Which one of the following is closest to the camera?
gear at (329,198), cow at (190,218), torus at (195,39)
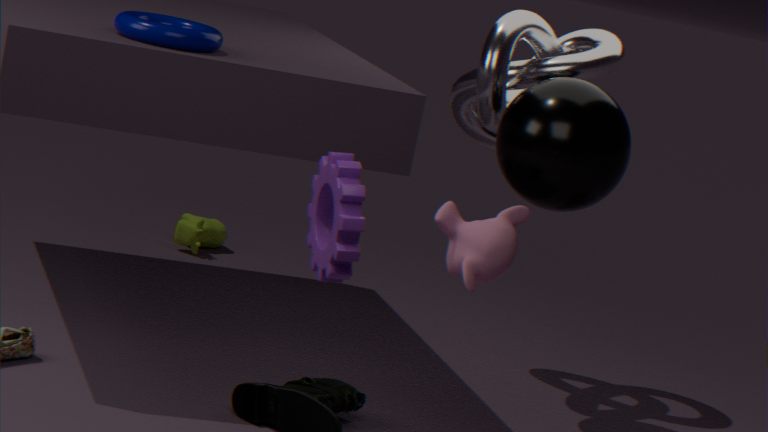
gear at (329,198)
